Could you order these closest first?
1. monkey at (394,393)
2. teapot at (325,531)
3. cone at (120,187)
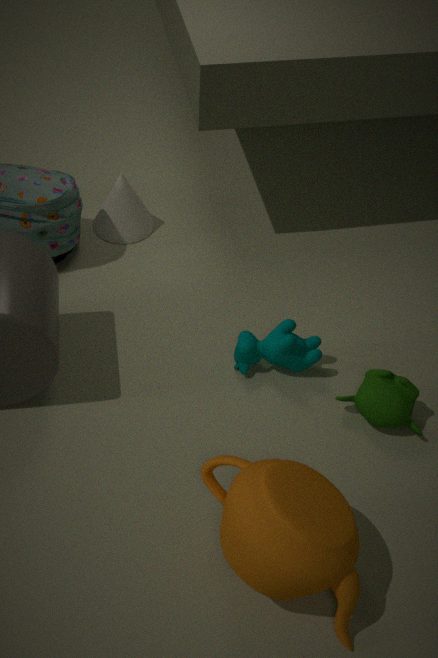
1. teapot at (325,531)
2. monkey at (394,393)
3. cone at (120,187)
